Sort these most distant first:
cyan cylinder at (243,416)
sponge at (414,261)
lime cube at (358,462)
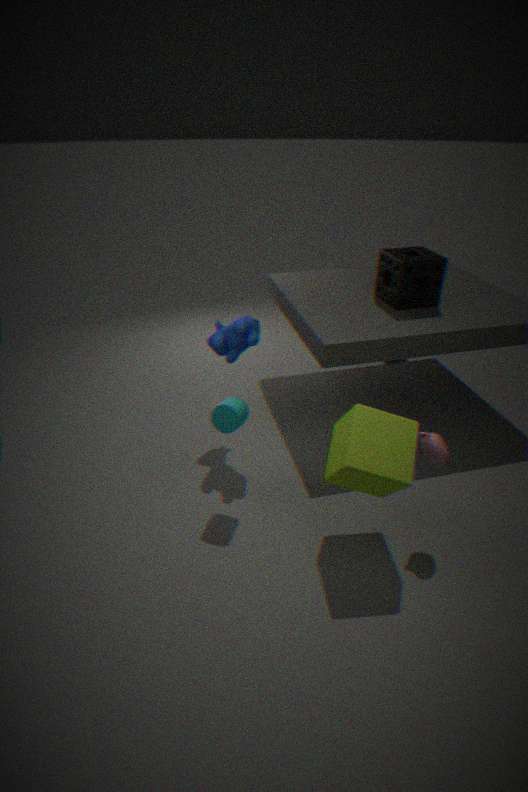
1. sponge at (414,261)
2. cyan cylinder at (243,416)
3. lime cube at (358,462)
